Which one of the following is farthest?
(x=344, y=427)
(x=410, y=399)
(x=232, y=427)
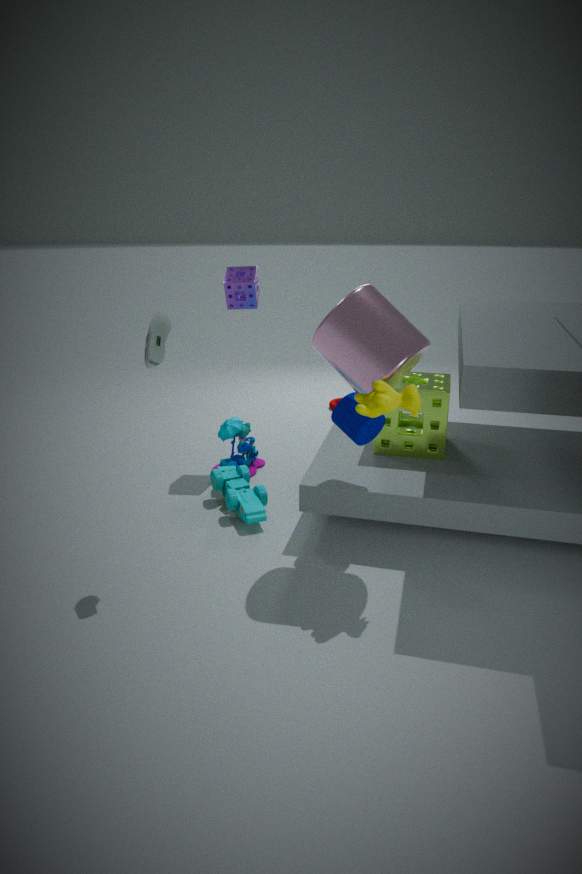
(x=232, y=427)
